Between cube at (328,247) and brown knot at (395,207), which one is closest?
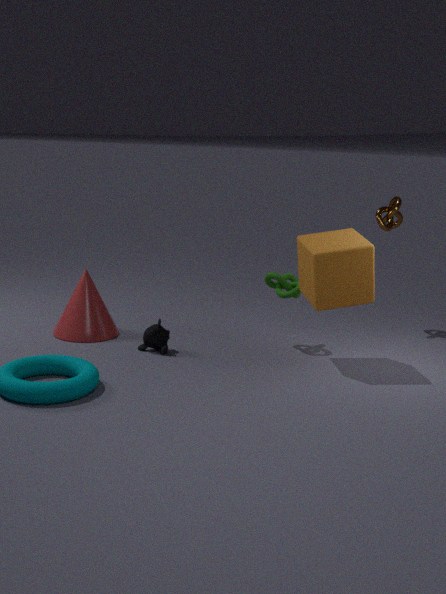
cube at (328,247)
